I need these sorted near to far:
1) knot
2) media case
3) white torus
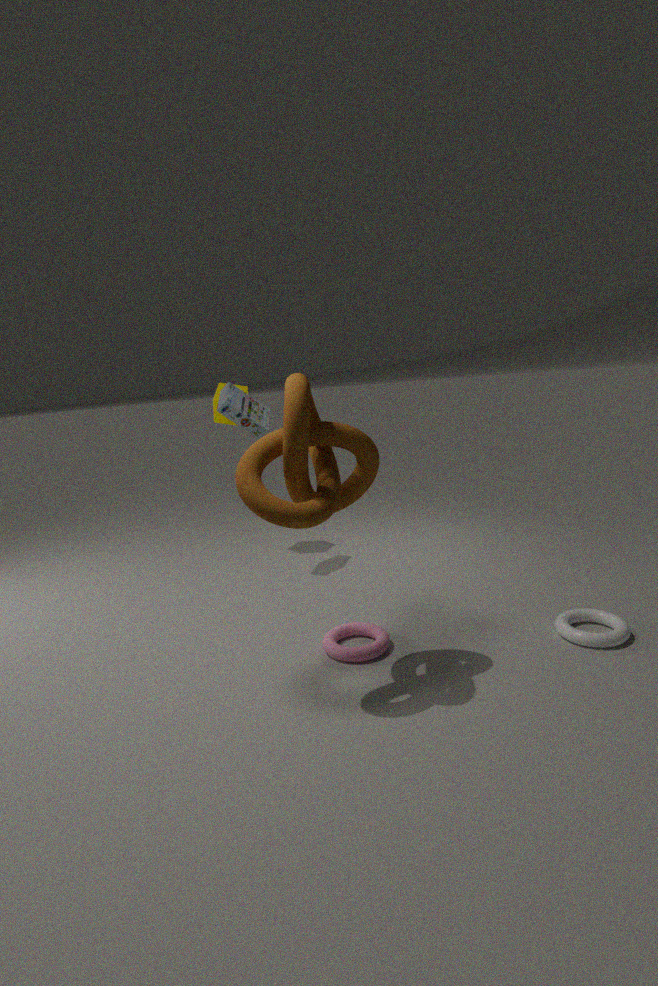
1. 1. knot
2. 3. white torus
3. 2. media case
